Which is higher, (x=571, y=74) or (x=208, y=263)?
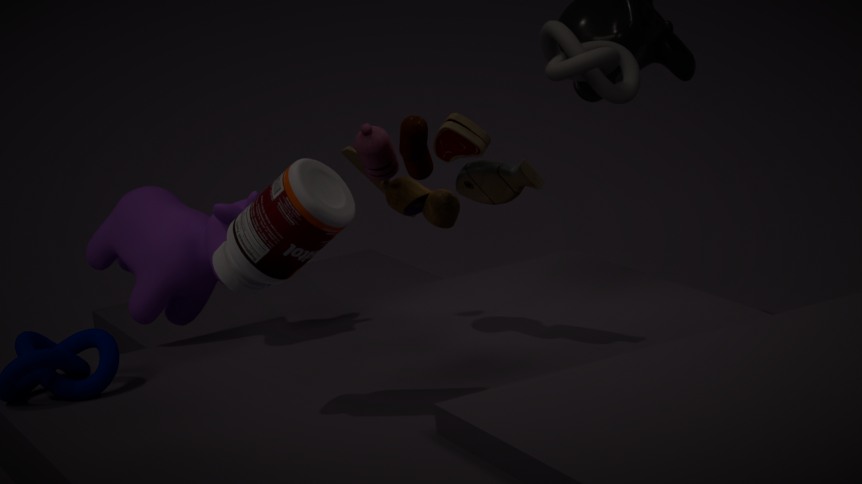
(x=571, y=74)
